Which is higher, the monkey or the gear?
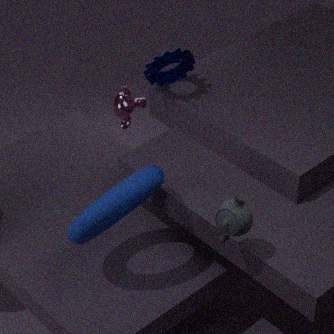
the gear
